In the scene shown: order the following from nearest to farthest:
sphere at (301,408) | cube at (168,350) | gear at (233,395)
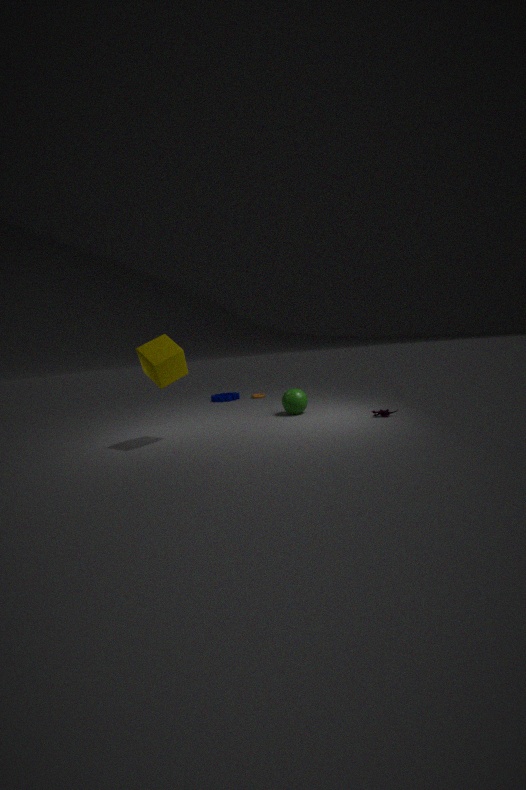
cube at (168,350) → sphere at (301,408) → gear at (233,395)
